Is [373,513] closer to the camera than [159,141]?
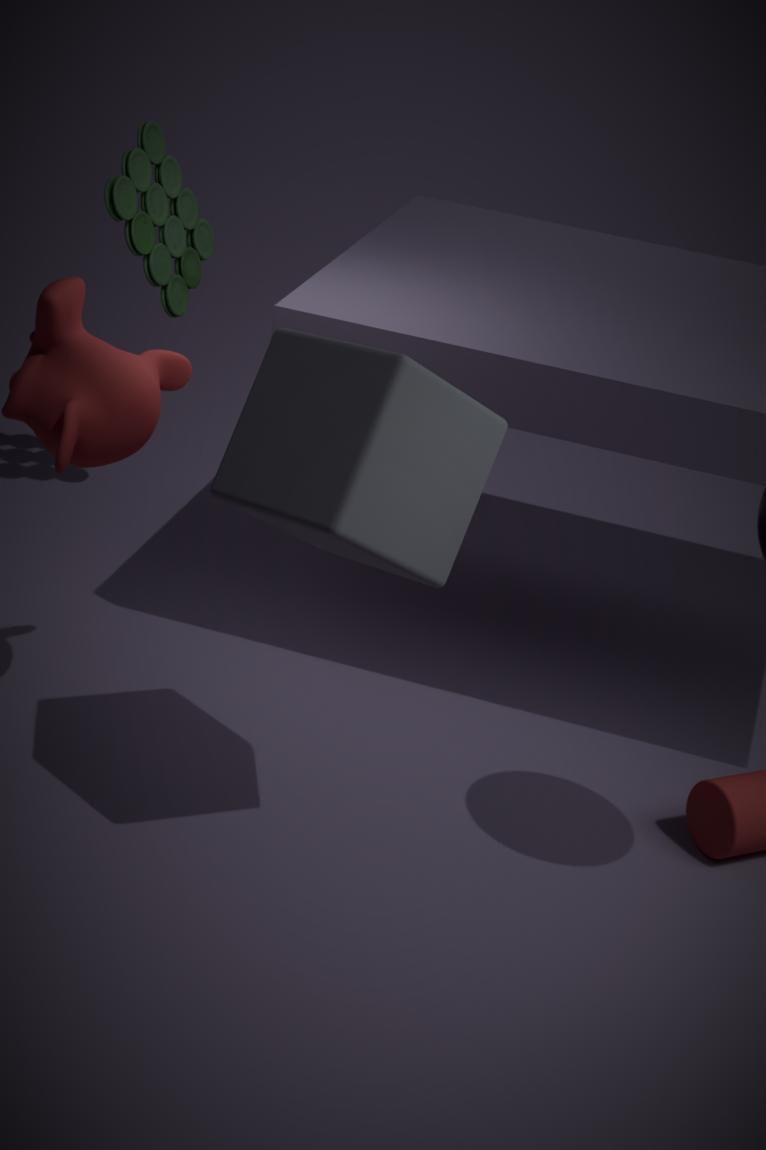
Yes
